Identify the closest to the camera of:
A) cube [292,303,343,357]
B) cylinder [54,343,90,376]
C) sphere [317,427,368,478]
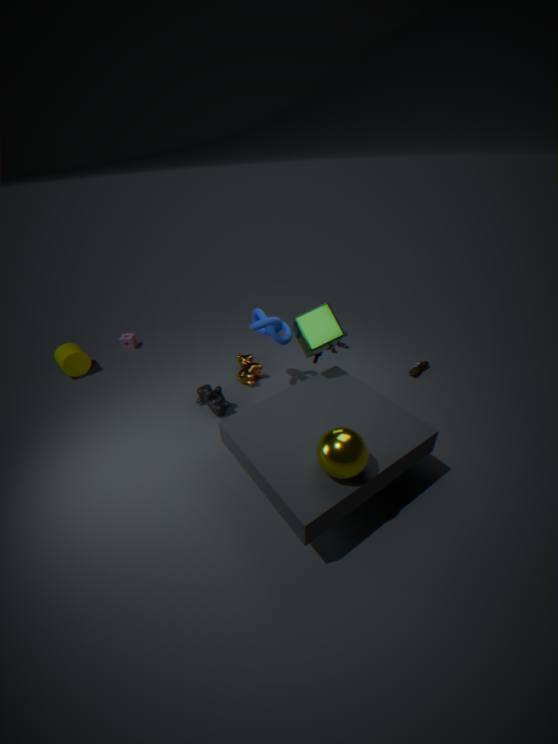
sphere [317,427,368,478]
